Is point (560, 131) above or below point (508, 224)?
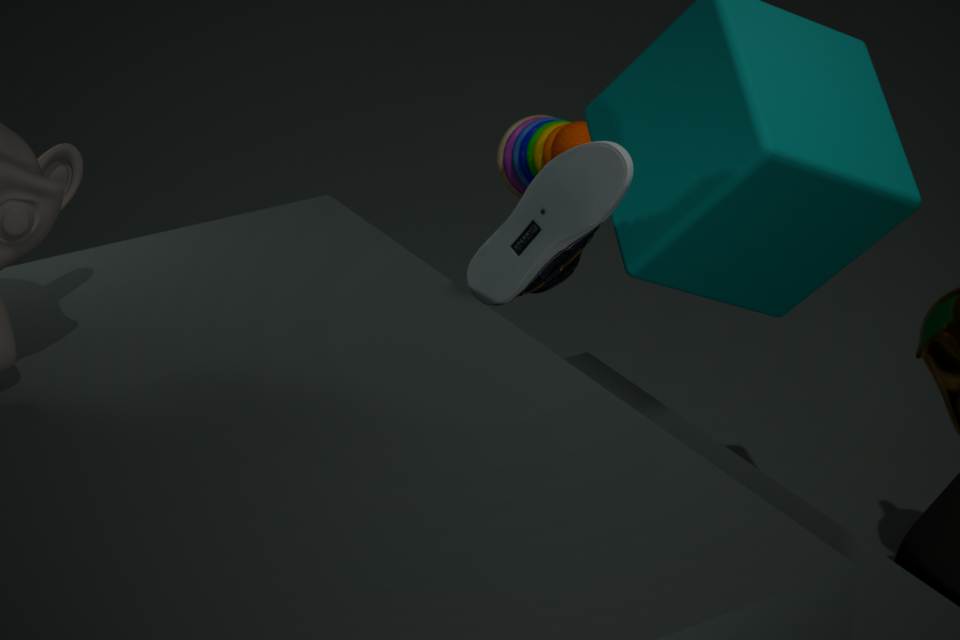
below
